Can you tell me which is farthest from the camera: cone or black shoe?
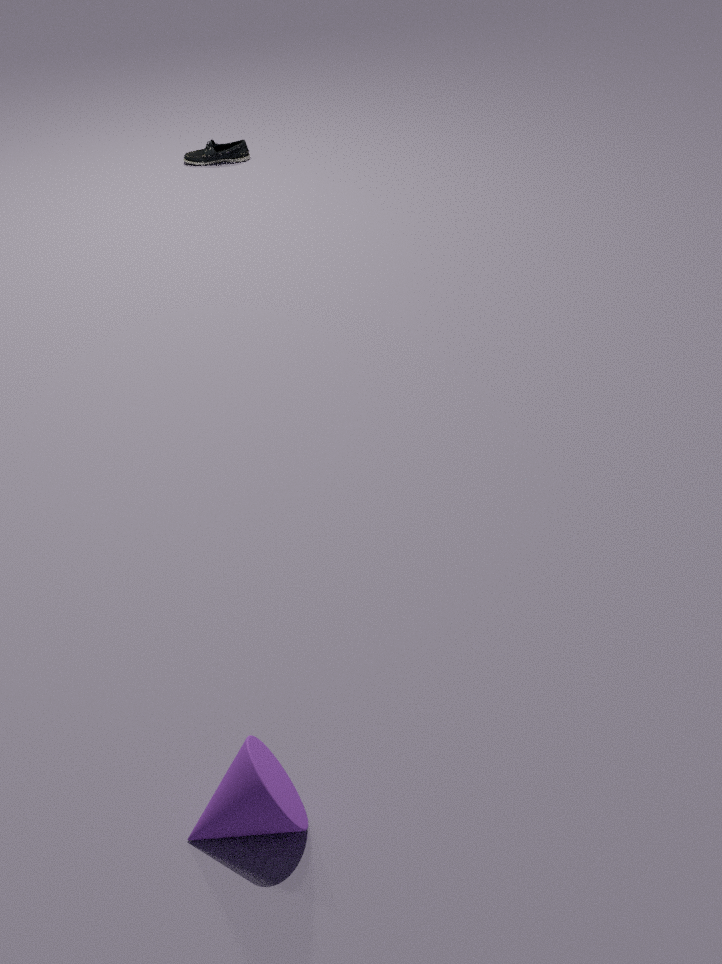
black shoe
